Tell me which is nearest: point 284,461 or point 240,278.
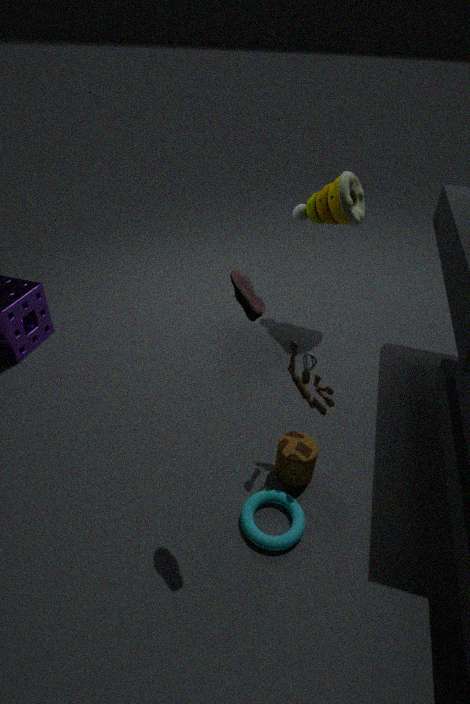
point 240,278
